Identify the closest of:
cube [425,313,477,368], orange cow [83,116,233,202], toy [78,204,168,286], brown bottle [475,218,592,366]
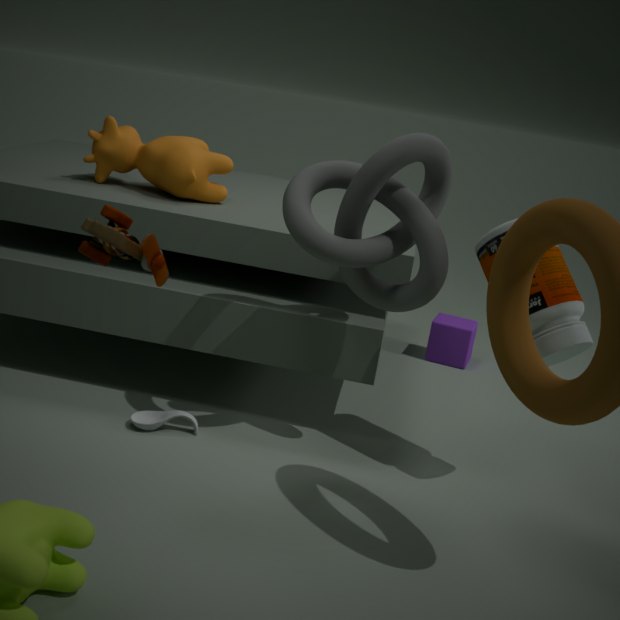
toy [78,204,168,286]
